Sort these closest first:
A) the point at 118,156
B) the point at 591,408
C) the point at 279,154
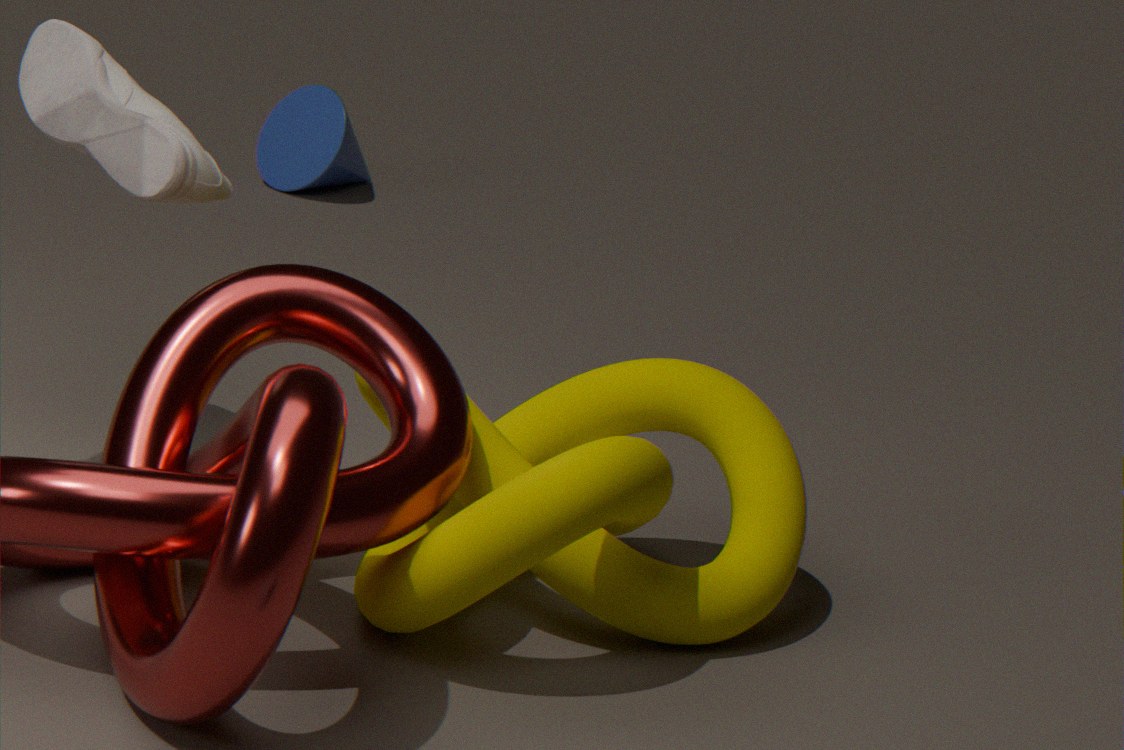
the point at 591,408
the point at 118,156
the point at 279,154
